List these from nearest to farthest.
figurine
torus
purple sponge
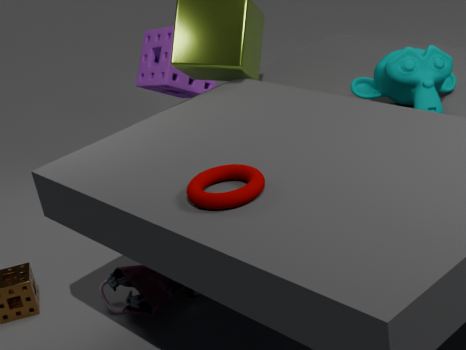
torus < figurine < purple sponge
